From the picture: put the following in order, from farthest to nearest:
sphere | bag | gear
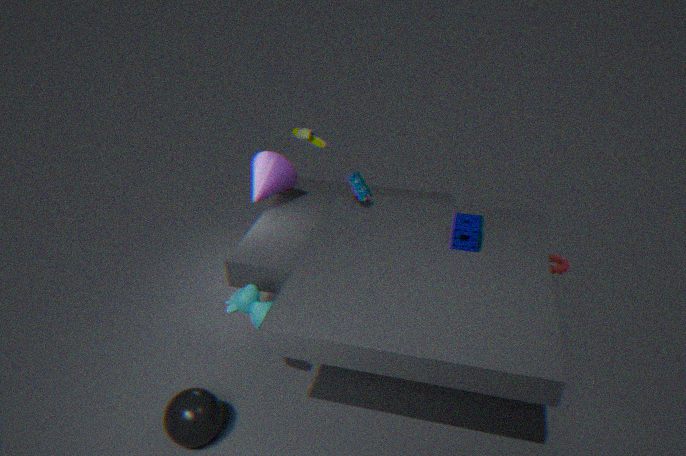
gear
bag
sphere
